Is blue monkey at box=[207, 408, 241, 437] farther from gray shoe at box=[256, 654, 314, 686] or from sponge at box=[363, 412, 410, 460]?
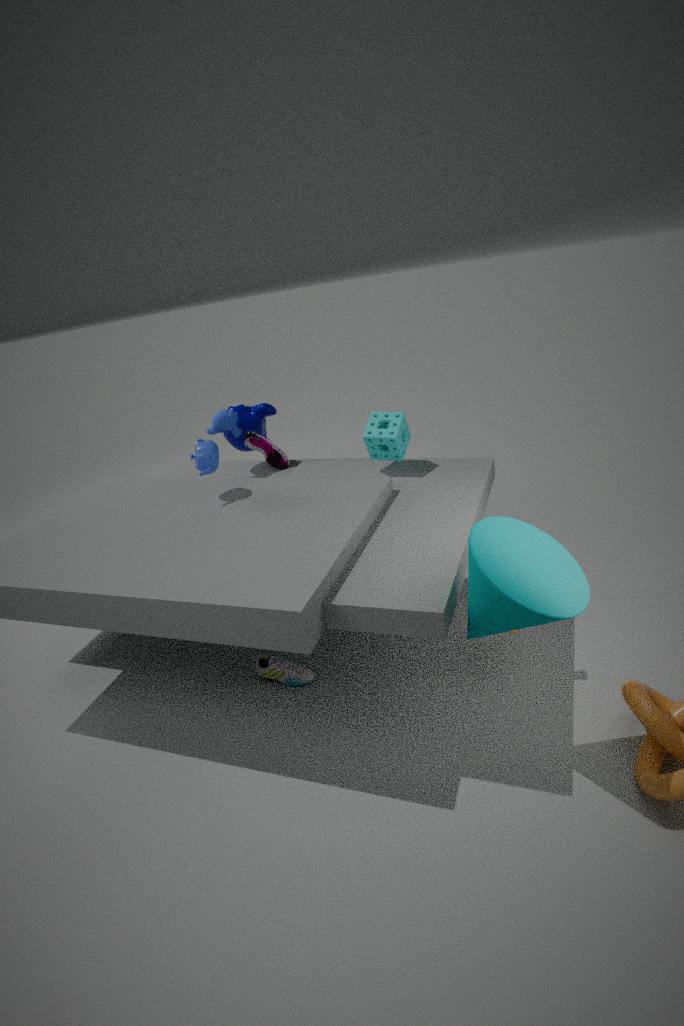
gray shoe at box=[256, 654, 314, 686]
